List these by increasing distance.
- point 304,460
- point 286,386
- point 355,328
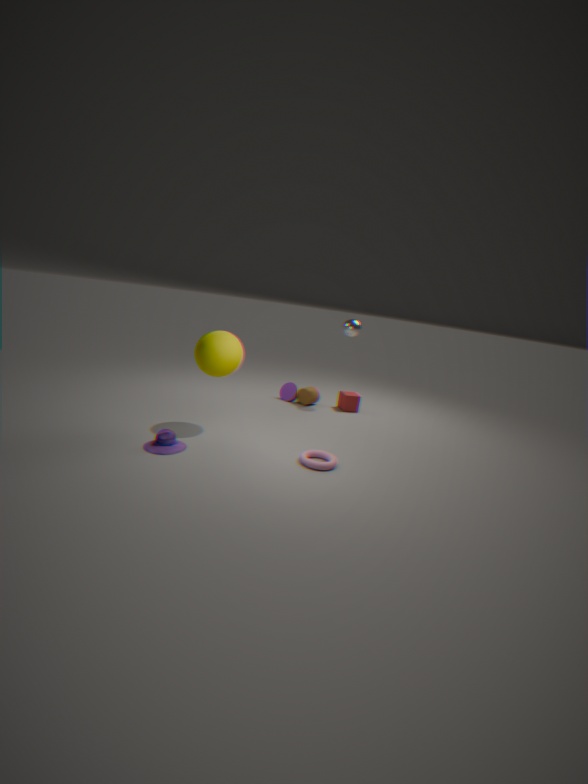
point 304,460 → point 355,328 → point 286,386
